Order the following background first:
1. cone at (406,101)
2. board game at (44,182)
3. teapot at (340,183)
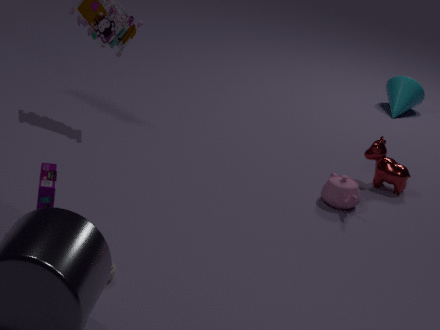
cone at (406,101)
teapot at (340,183)
board game at (44,182)
